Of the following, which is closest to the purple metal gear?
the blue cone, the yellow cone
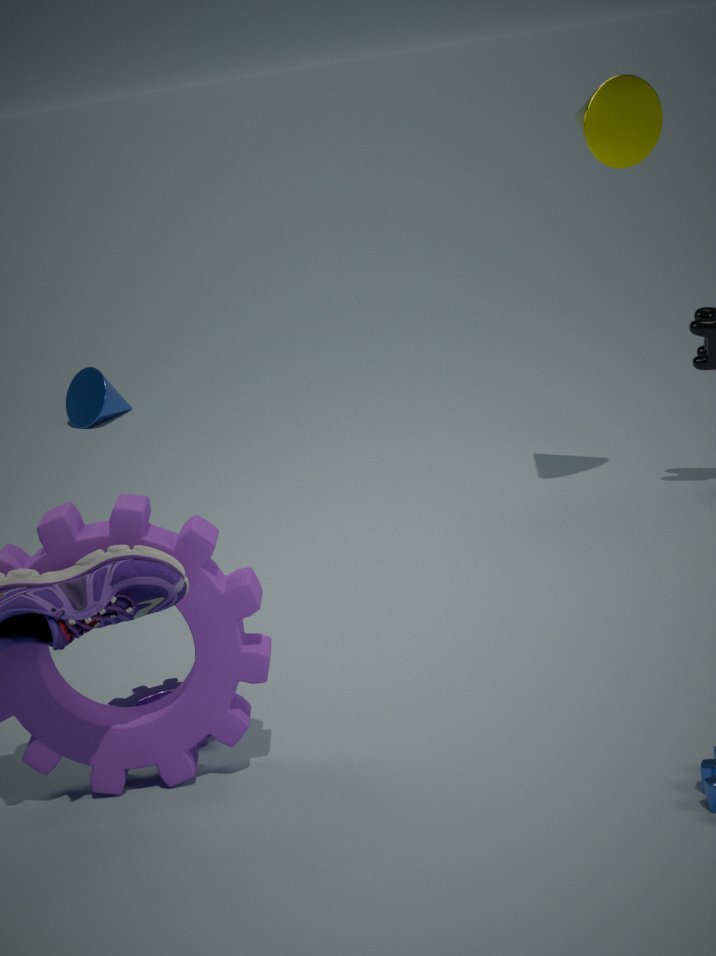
the yellow cone
